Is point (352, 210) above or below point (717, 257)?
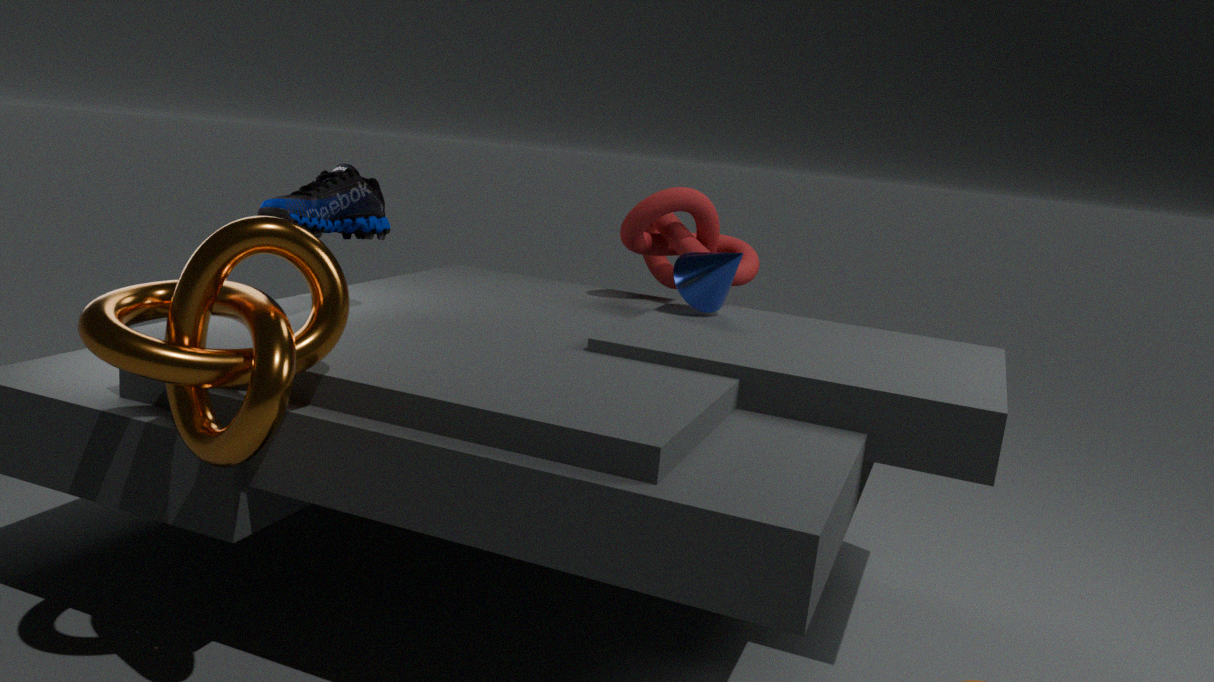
above
